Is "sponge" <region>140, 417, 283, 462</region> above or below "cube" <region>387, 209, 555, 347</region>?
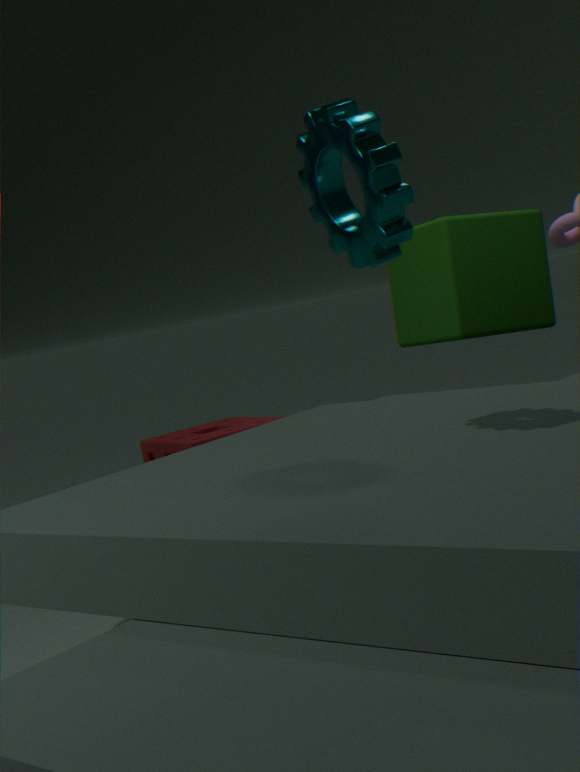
below
